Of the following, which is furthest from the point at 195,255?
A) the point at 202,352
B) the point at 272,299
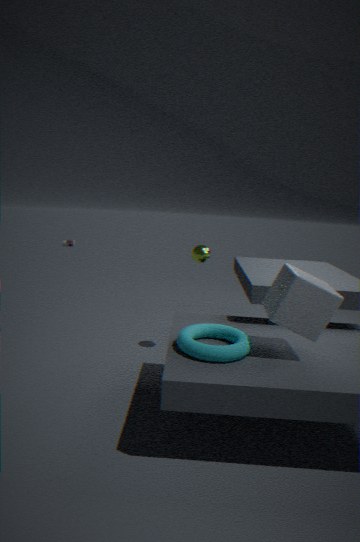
the point at 272,299
